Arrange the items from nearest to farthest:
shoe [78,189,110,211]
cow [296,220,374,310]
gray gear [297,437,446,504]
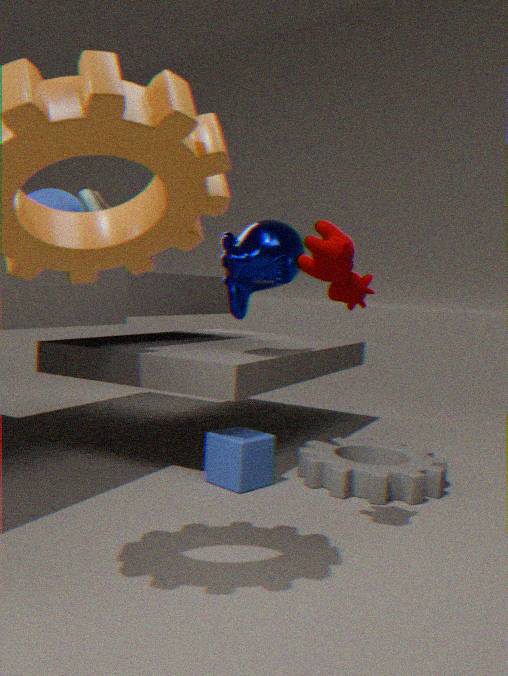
cow [296,220,374,310]
gray gear [297,437,446,504]
shoe [78,189,110,211]
